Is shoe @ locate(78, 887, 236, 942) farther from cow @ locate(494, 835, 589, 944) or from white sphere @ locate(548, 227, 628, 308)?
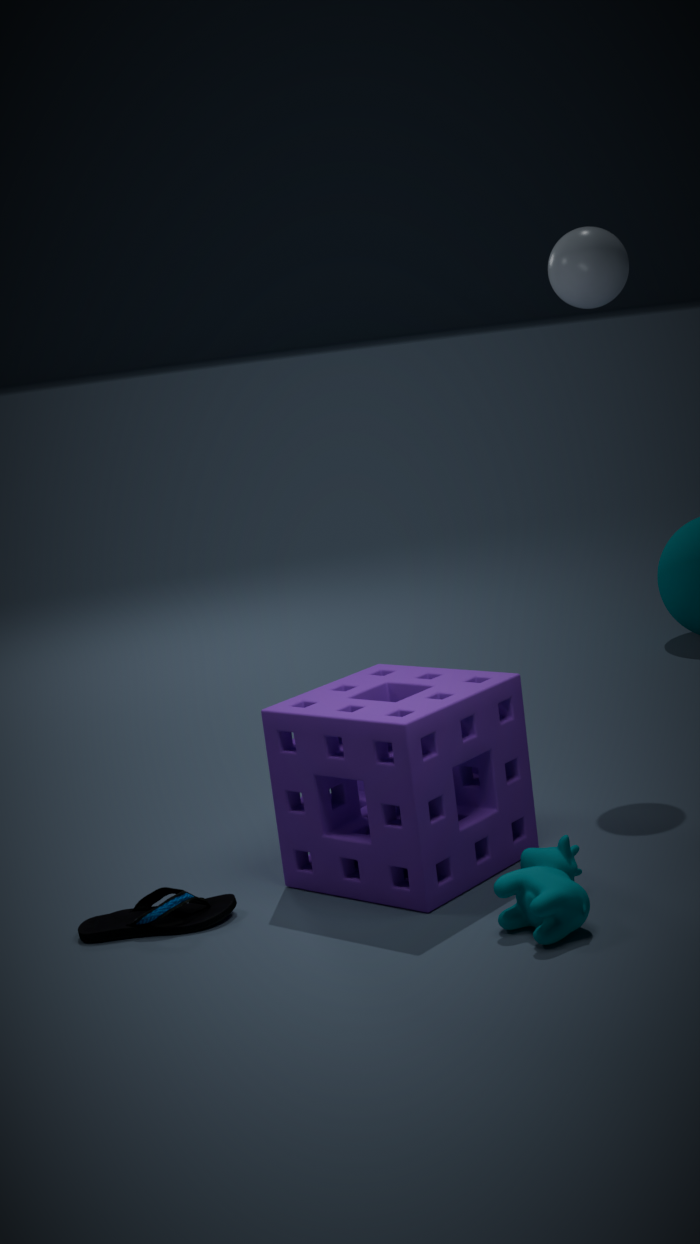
white sphere @ locate(548, 227, 628, 308)
